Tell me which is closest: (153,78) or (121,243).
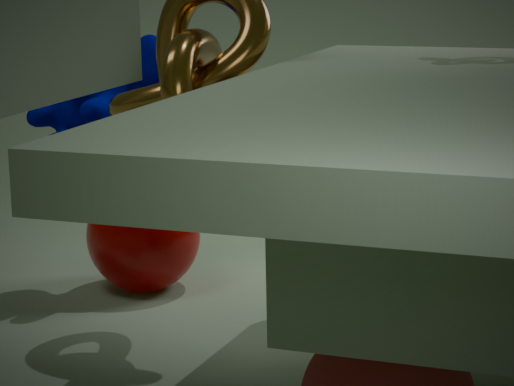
(121,243)
